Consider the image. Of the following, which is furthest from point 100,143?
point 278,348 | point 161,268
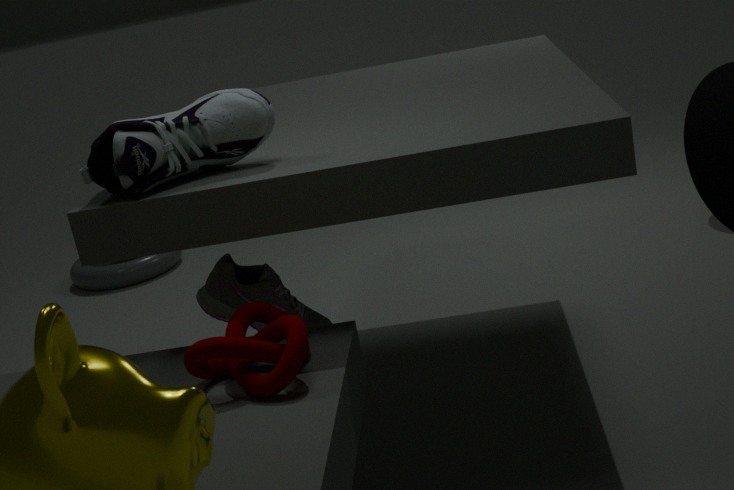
point 161,268
